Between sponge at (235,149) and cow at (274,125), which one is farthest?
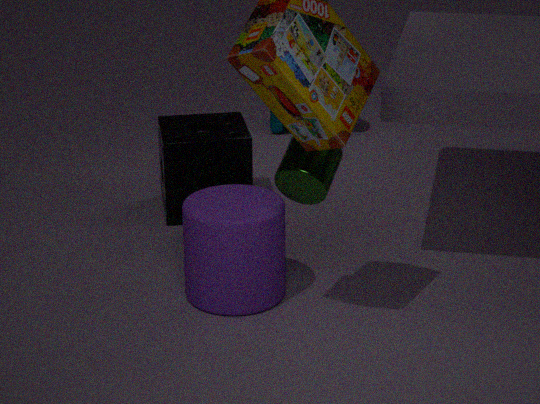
cow at (274,125)
